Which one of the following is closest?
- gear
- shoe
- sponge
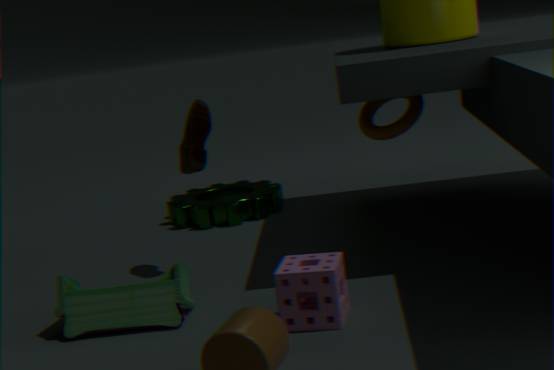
sponge
